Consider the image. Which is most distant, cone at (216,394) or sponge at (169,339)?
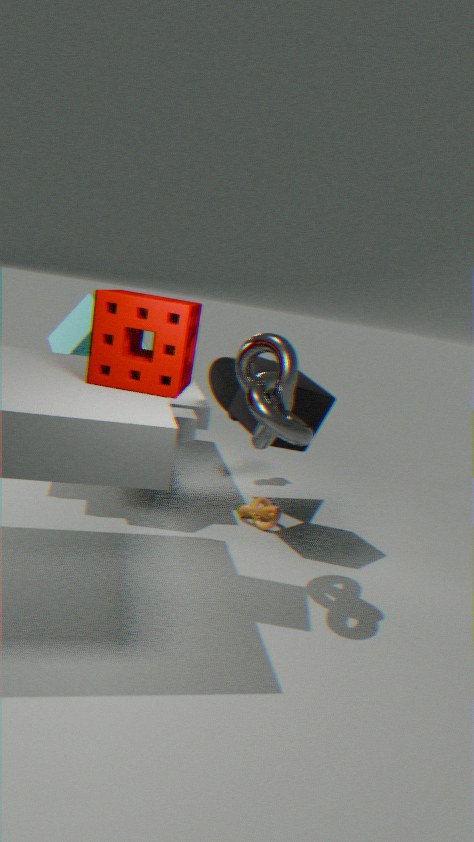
cone at (216,394)
